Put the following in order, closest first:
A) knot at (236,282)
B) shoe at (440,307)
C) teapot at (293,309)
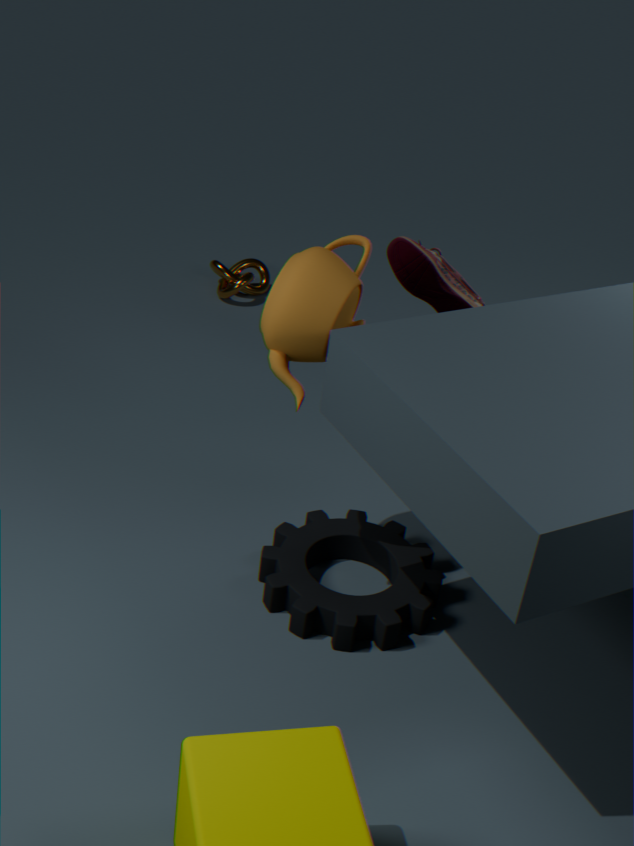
teapot at (293,309)
shoe at (440,307)
knot at (236,282)
